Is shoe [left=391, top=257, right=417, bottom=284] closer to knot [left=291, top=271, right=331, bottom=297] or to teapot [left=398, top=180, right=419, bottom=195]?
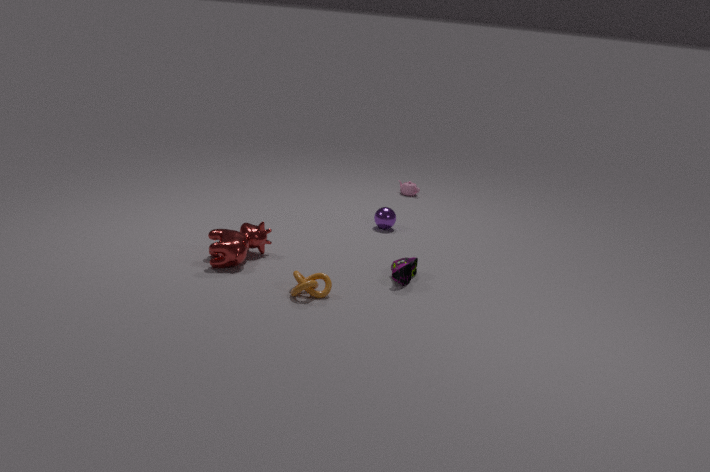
knot [left=291, top=271, right=331, bottom=297]
